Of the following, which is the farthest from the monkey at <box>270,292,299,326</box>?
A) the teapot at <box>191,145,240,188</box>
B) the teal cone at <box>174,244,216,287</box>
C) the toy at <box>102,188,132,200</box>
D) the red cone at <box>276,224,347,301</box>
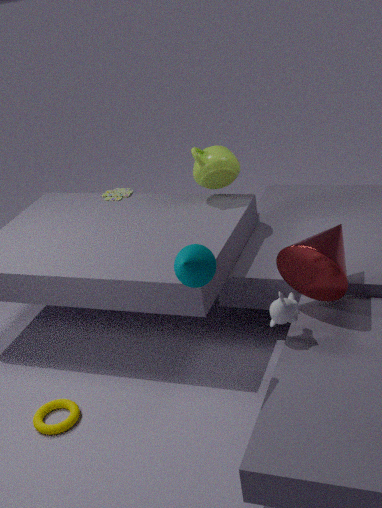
the toy at <box>102,188,132,200</box>
